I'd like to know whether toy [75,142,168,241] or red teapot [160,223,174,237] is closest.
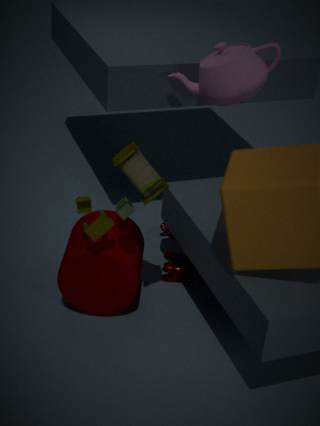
toy [75,142,168,241]
